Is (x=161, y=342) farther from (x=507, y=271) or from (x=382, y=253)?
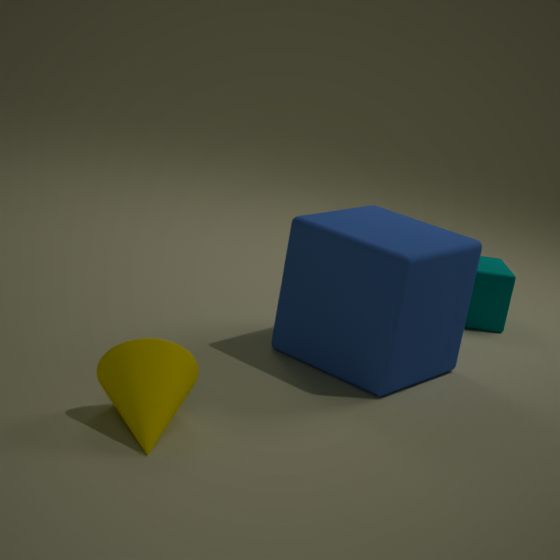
(x=507, y=271)
